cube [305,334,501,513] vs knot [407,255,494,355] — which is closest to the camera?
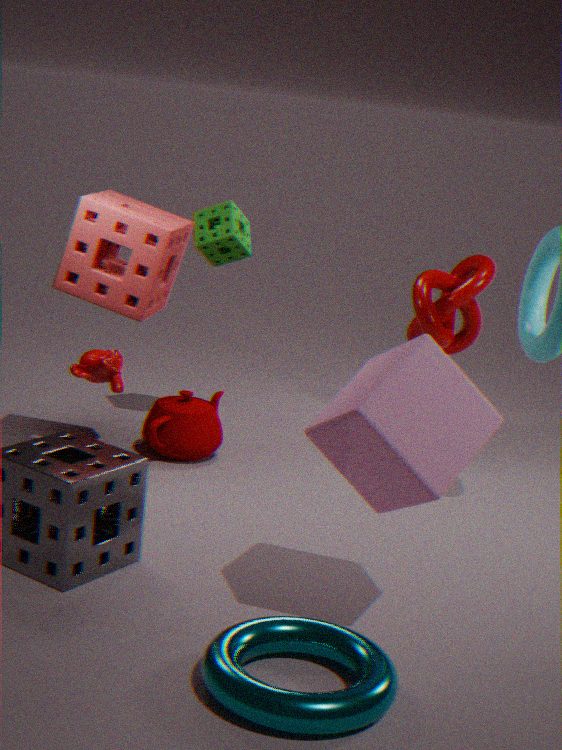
cube [305,334,501,513]
